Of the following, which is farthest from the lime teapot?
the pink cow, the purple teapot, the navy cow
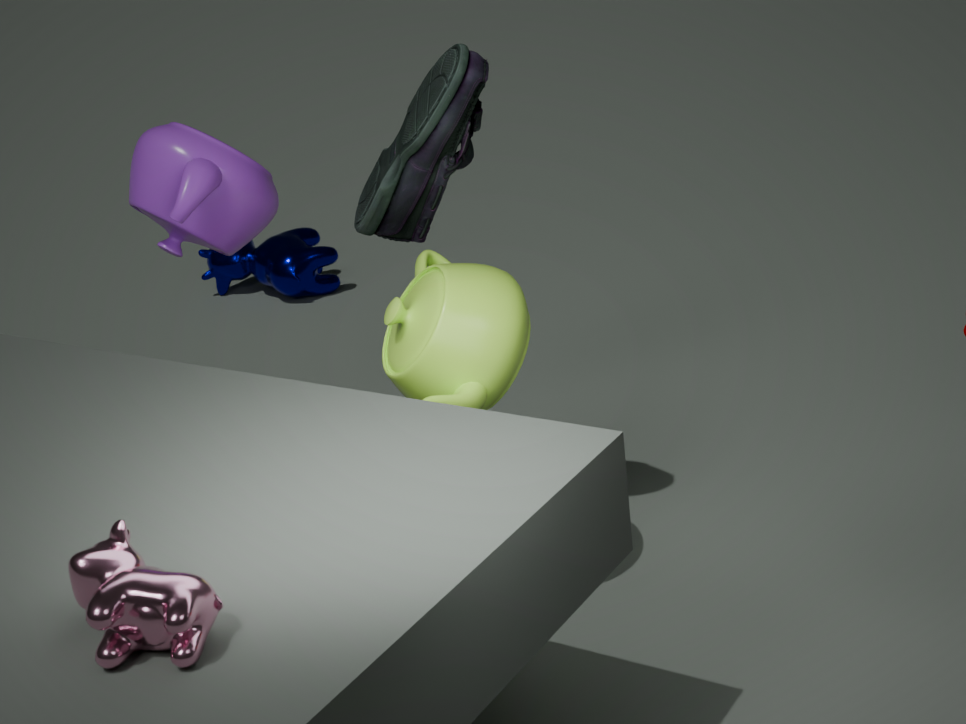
the navy cow
